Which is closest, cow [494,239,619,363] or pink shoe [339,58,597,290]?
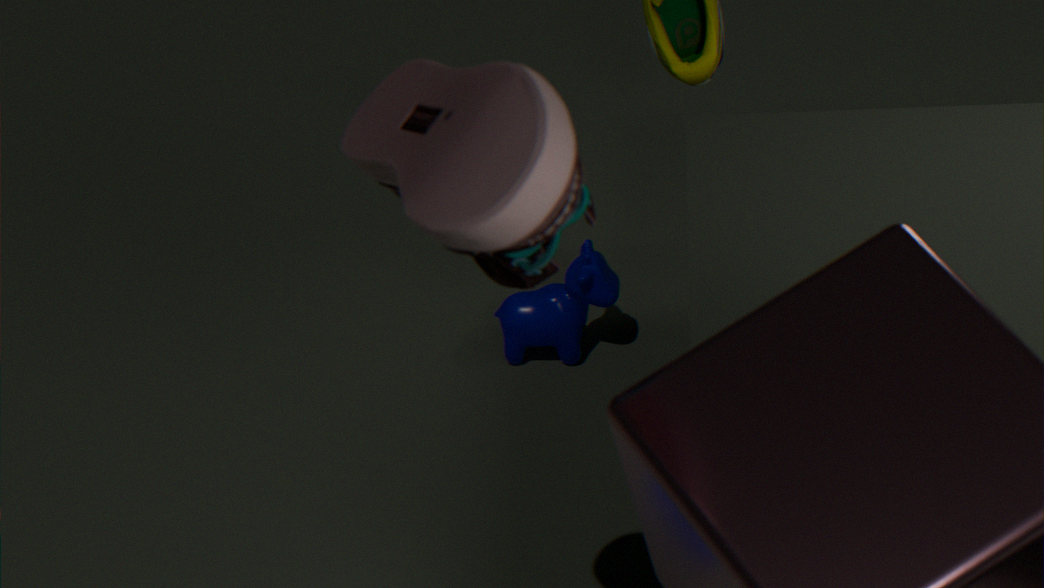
pink shoe [339,58,597,290]
